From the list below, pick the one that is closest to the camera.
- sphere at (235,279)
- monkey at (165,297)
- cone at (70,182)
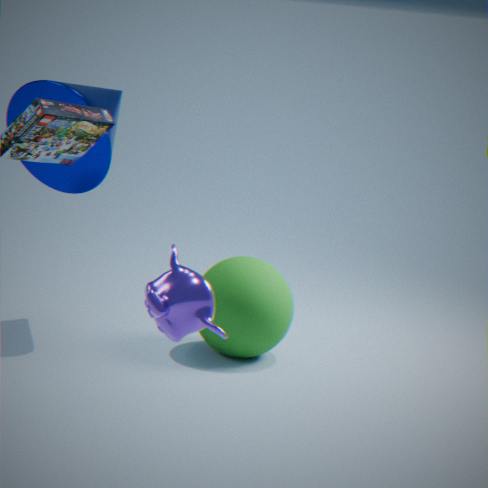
monkey at (165,297)
